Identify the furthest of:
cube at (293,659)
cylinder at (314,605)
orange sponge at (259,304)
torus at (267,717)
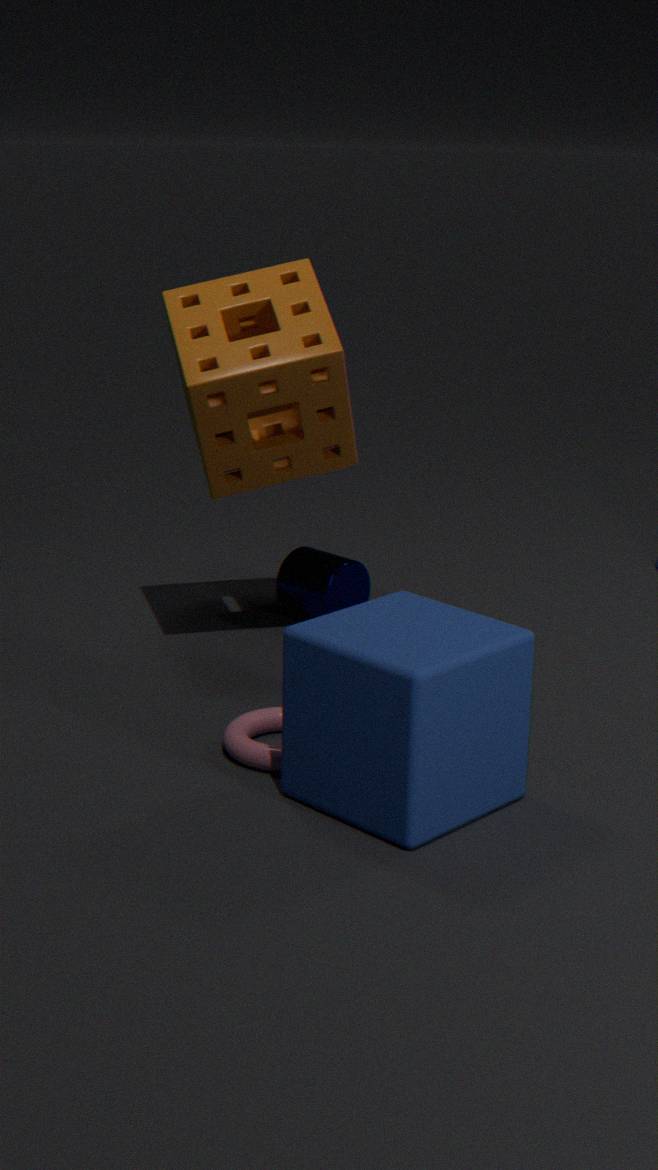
cylinder at (314,605)
